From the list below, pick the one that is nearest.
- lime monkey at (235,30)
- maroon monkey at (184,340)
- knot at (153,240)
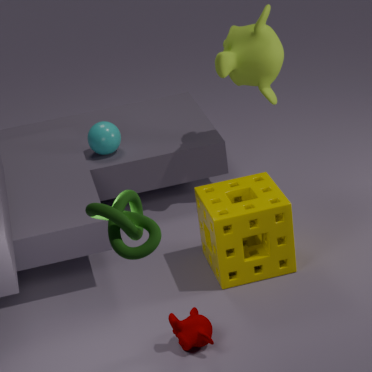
knot at (153,240)
